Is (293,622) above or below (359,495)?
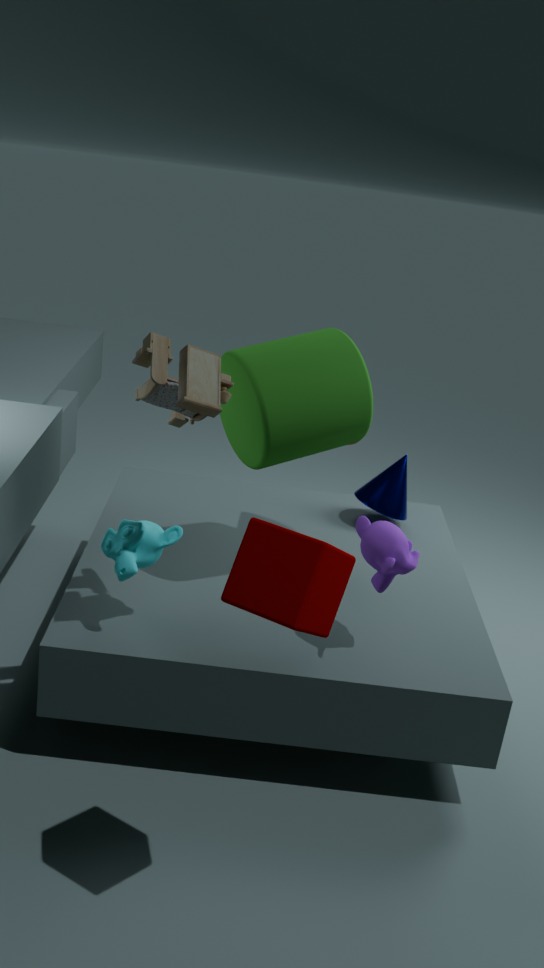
above
